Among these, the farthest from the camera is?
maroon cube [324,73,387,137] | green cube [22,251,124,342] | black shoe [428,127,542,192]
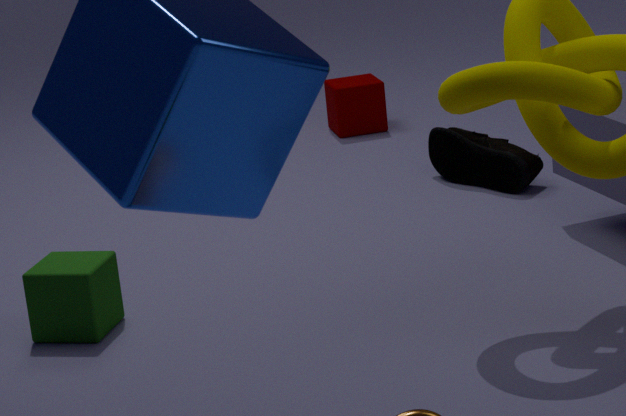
maroon cube [324,73,387,137]
